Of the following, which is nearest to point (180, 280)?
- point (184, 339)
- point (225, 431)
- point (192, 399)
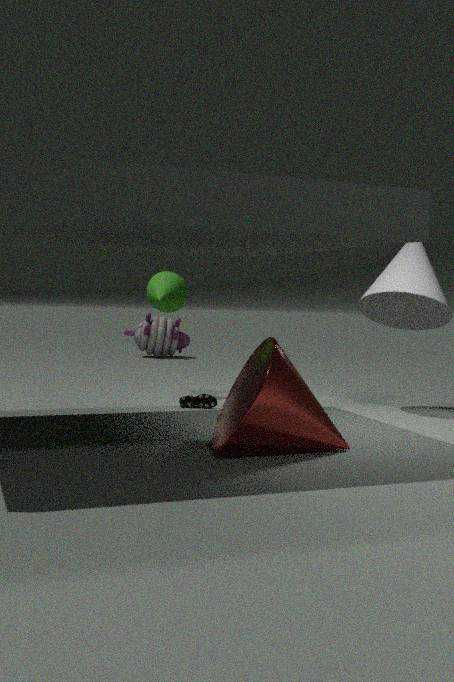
point (192, 399)
